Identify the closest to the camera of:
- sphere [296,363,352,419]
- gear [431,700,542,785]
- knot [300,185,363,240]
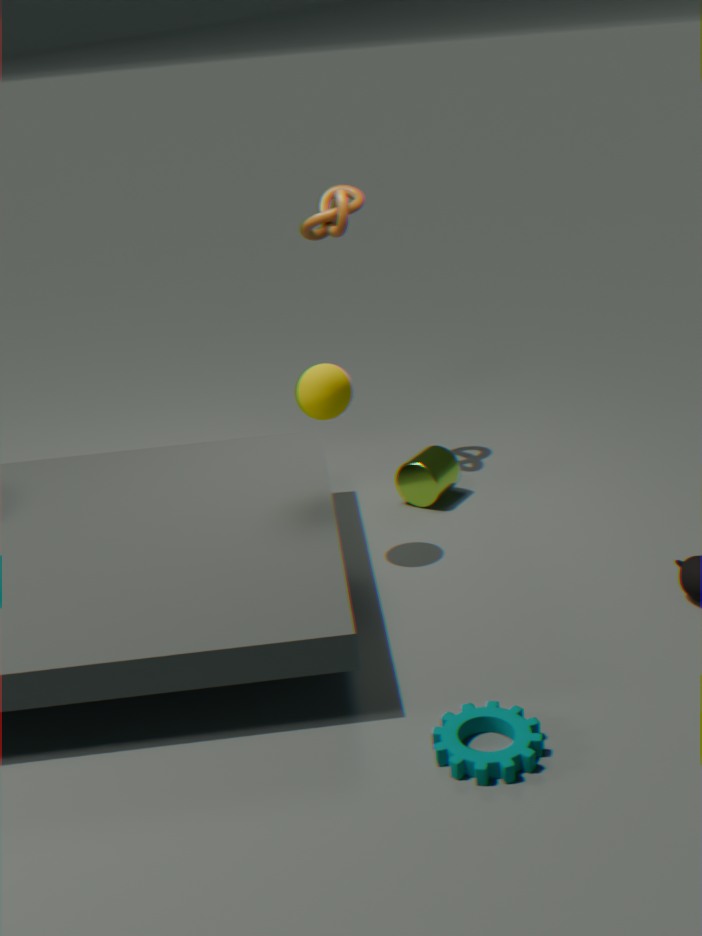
gear [431,700,542,785]
